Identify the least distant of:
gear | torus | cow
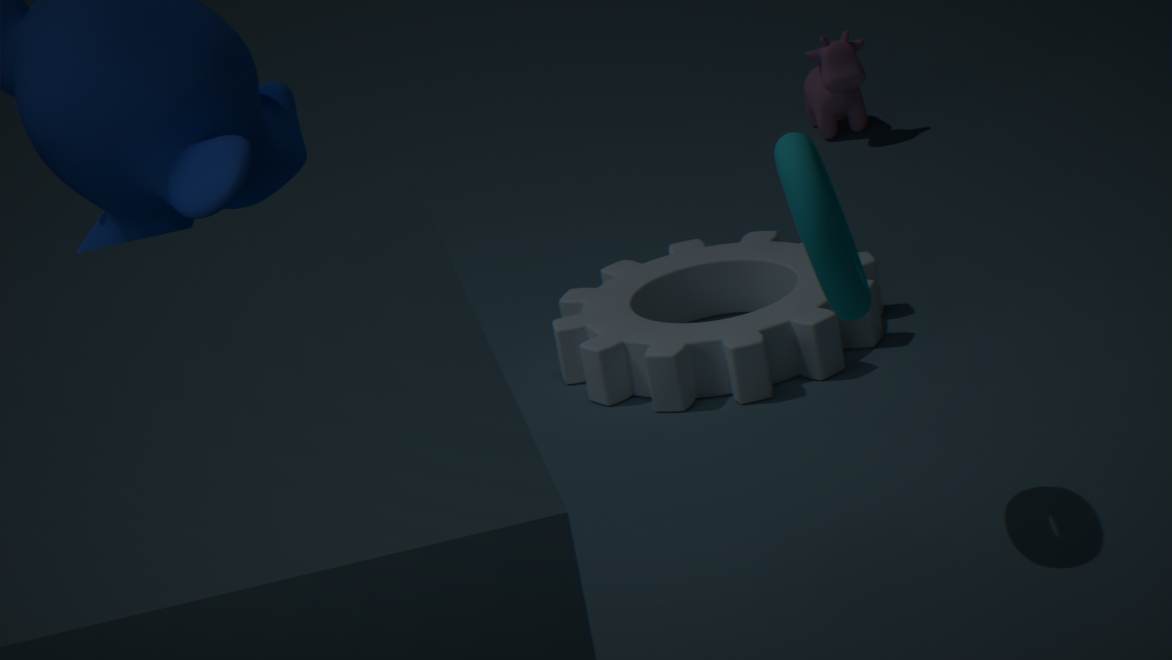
torus
